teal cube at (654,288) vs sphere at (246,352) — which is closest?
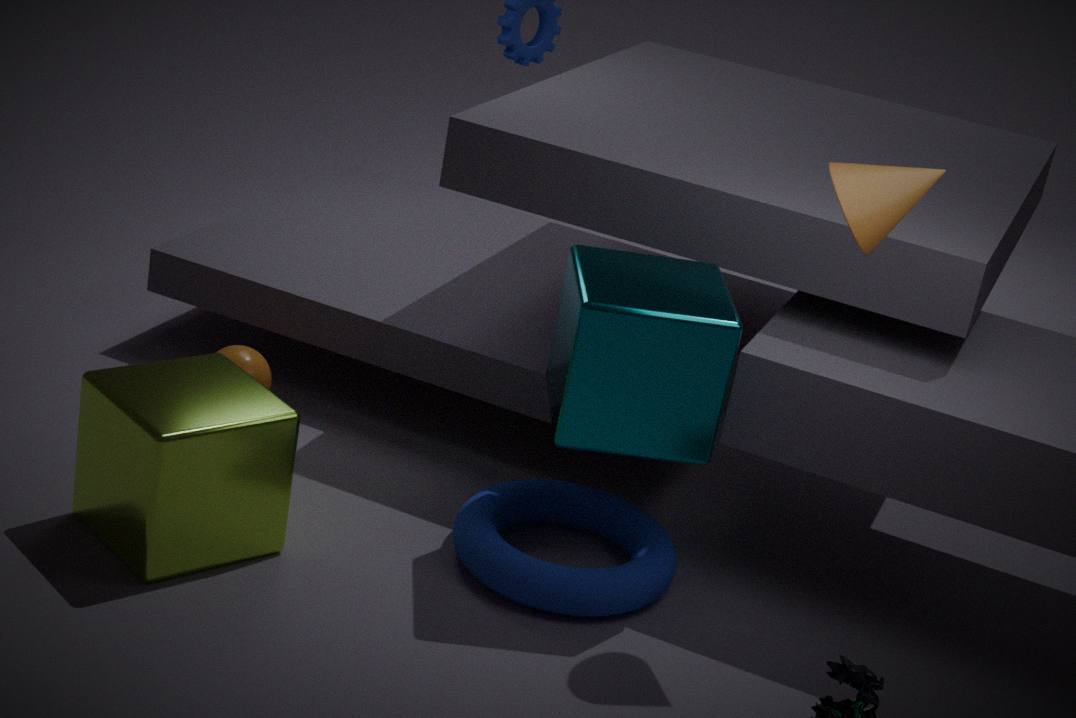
teal cube at (654,288)
